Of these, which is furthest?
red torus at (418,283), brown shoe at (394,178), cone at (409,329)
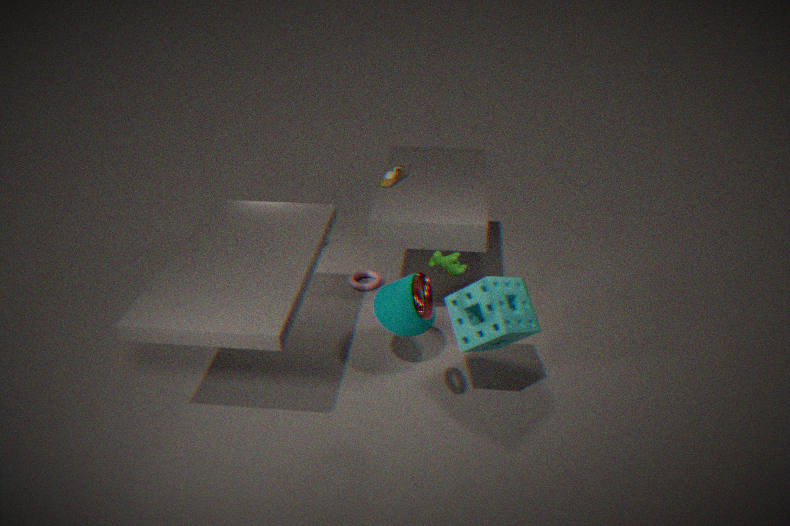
brown shoe at (394,178)
